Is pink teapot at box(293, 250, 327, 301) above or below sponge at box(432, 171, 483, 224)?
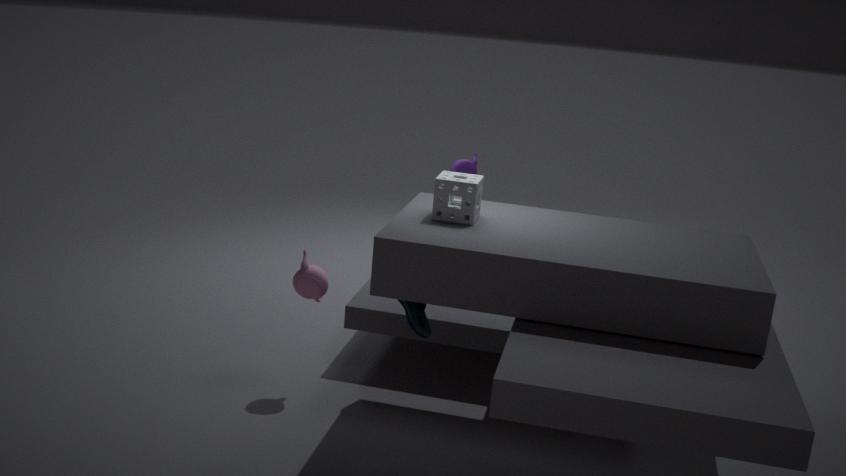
below
